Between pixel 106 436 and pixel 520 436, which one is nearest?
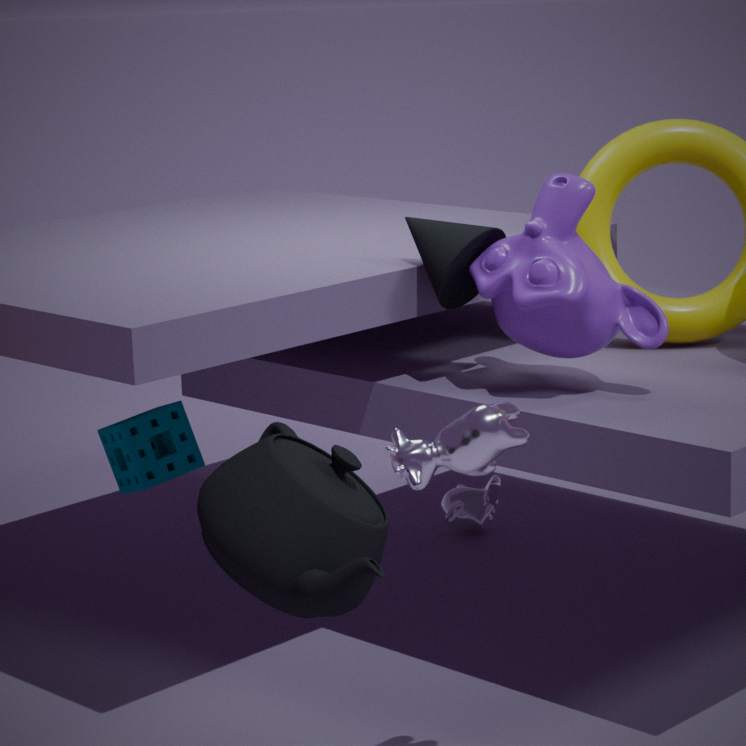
pixel 520 436
